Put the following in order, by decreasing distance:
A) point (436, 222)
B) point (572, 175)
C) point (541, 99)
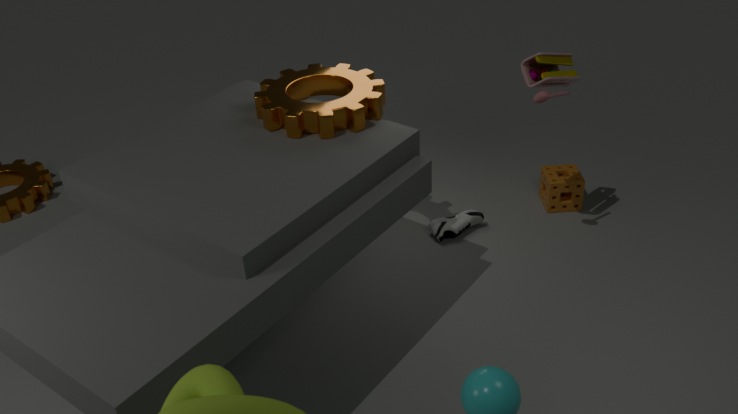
point (572, 175)
point (436, 222)
point (541, 99)
